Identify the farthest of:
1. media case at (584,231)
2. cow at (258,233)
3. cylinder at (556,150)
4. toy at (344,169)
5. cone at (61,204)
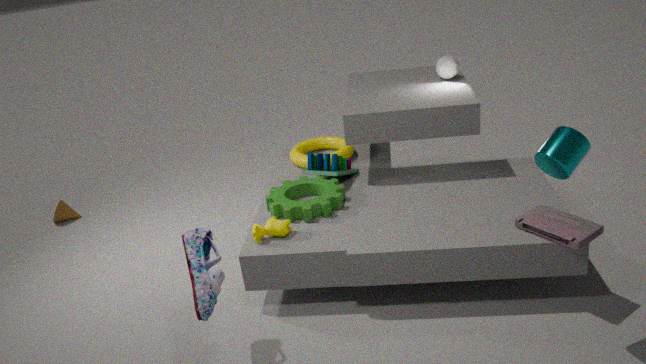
cone at (61,204)
